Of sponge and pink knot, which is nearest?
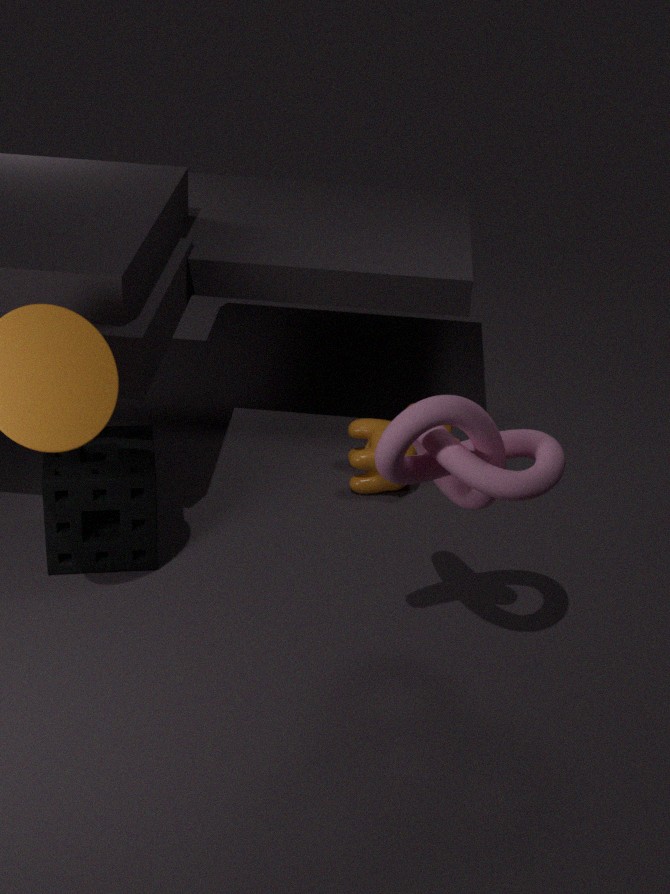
pink knot
